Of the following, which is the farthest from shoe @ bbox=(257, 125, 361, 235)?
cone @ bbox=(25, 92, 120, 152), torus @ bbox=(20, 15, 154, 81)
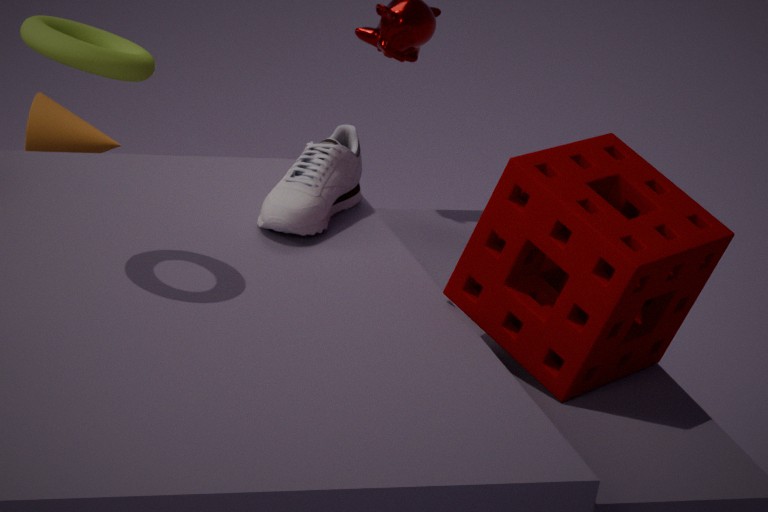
cone @ bbox=(25, 92, 120, 152)
